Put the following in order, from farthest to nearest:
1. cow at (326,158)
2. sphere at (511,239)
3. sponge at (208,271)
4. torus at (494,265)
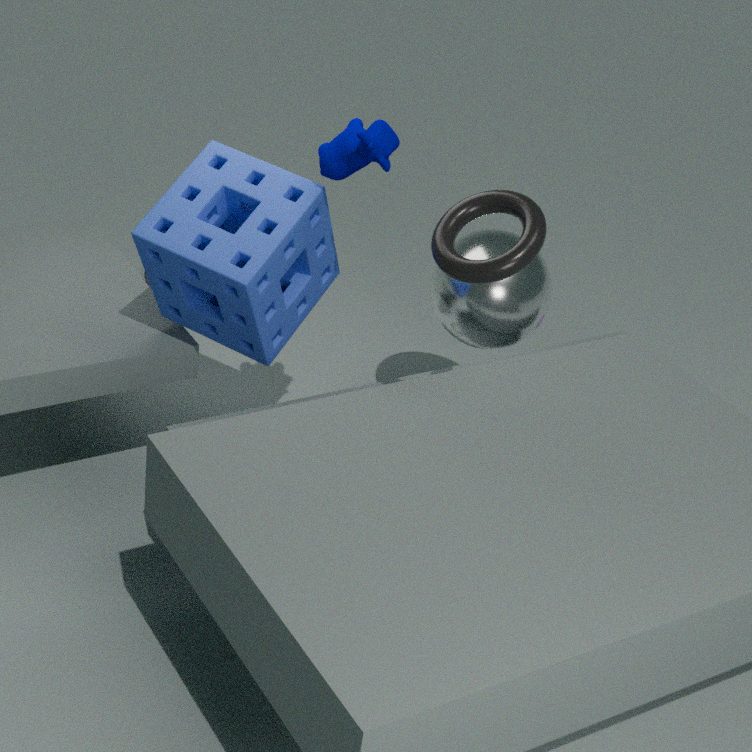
1. sphere at (511,239)
2. sponge at (208,271)
3. cow at (326,158)
4. torus at (494,265)
